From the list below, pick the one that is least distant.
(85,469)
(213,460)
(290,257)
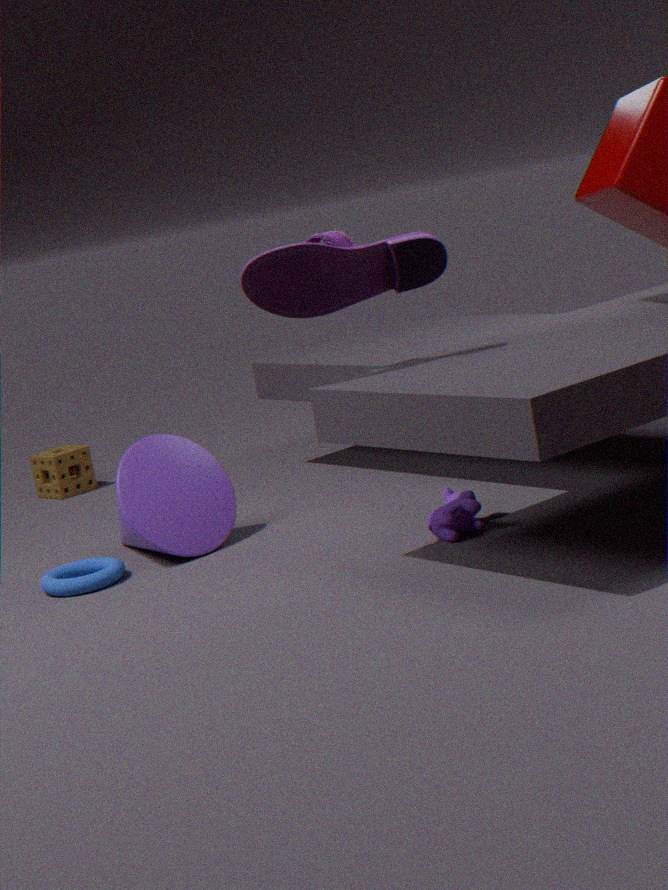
(290,257)
